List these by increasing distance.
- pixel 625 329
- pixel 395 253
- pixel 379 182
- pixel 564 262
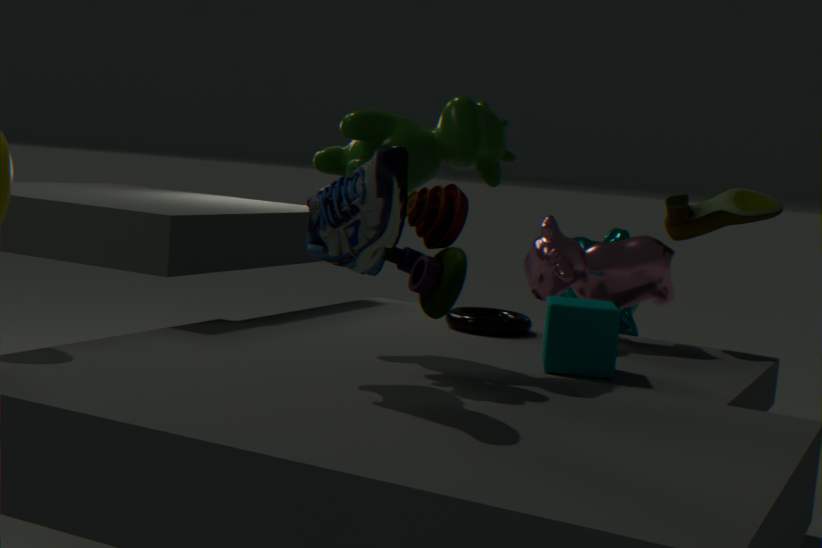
pixel 379 182 < pixel 395 253 < pixel 564 262 < pixel 625 329
